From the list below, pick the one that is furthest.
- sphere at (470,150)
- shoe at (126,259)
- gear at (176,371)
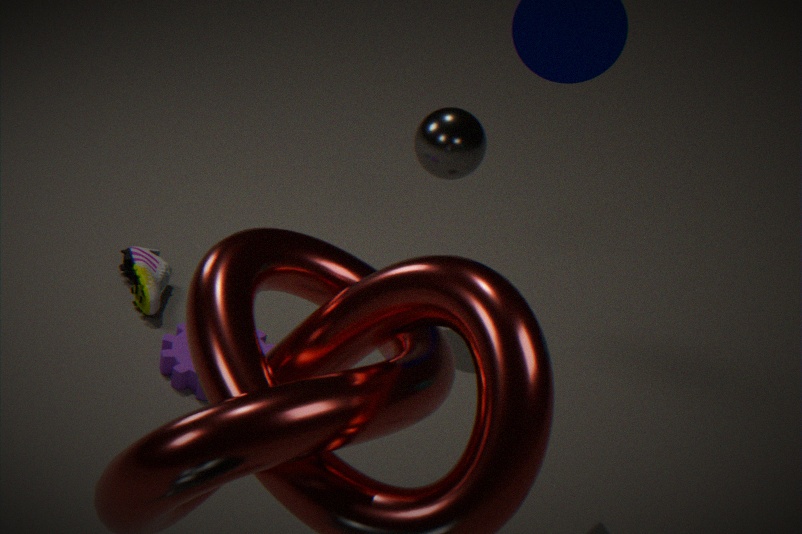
sphere at (470,150)
